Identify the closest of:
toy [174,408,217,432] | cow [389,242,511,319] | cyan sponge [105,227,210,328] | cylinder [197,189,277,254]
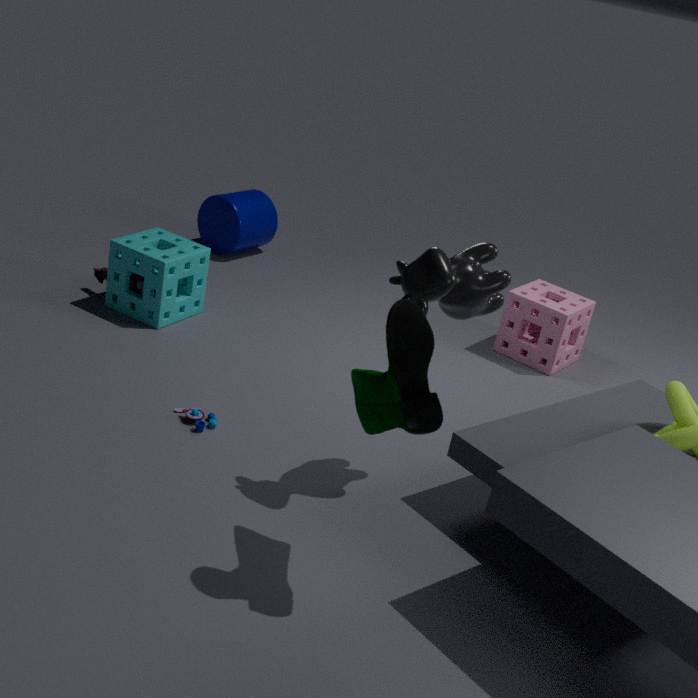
cow [389,242,511,319]
